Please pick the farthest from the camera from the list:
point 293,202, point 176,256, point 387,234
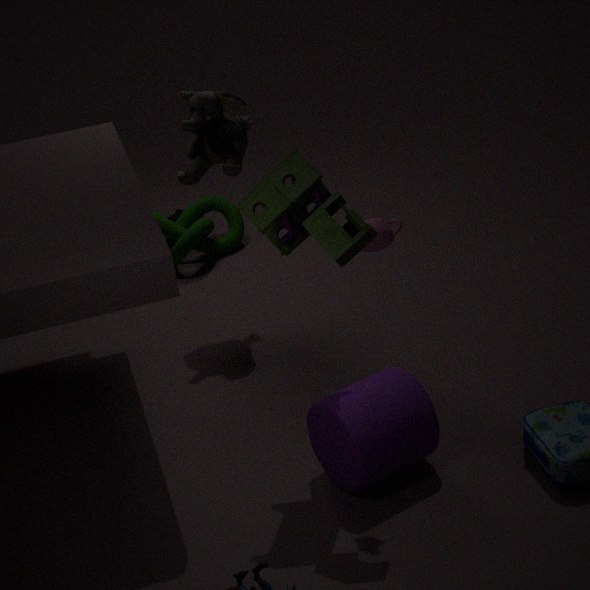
point 176,256
